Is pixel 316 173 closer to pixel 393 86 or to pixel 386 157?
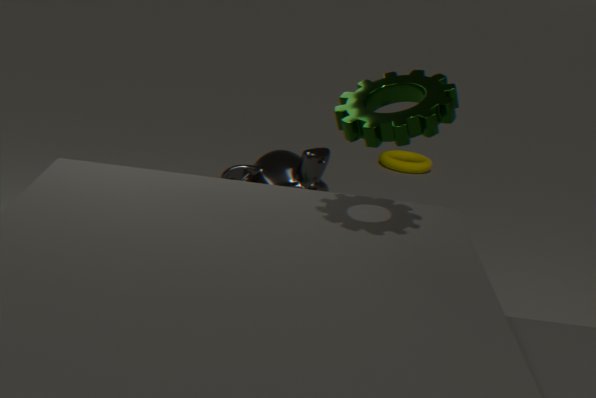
pixel 386 157
